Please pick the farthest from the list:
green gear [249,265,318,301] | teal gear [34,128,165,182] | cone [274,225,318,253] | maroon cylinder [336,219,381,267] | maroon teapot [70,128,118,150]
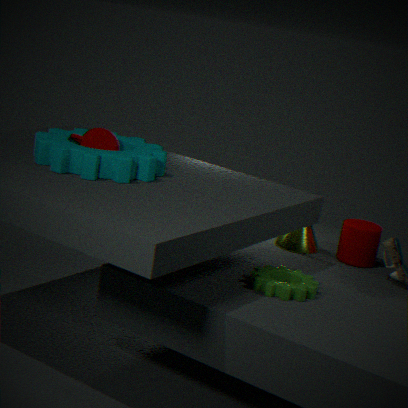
cone [274,225,318,253]
